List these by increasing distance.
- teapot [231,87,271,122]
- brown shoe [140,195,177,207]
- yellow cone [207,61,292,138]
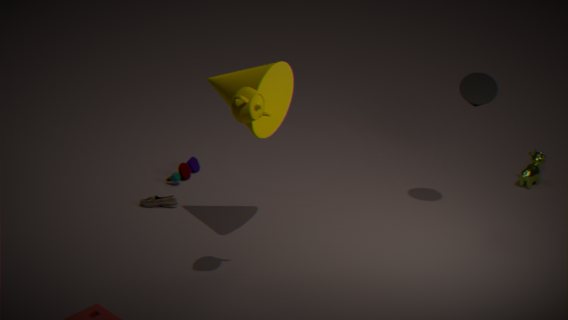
1. teapot [231,87,271,122]
2. yellow cone [207,61,292,138]
3. brown shoe [140,195,177,207]
